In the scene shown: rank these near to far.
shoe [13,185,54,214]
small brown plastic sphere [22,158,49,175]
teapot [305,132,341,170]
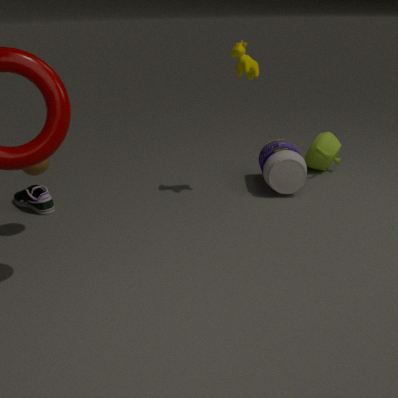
small brown plastic sphere [22,158,49,175]
shoe [13,185,54,214]
teapot [305,132,341,170]
